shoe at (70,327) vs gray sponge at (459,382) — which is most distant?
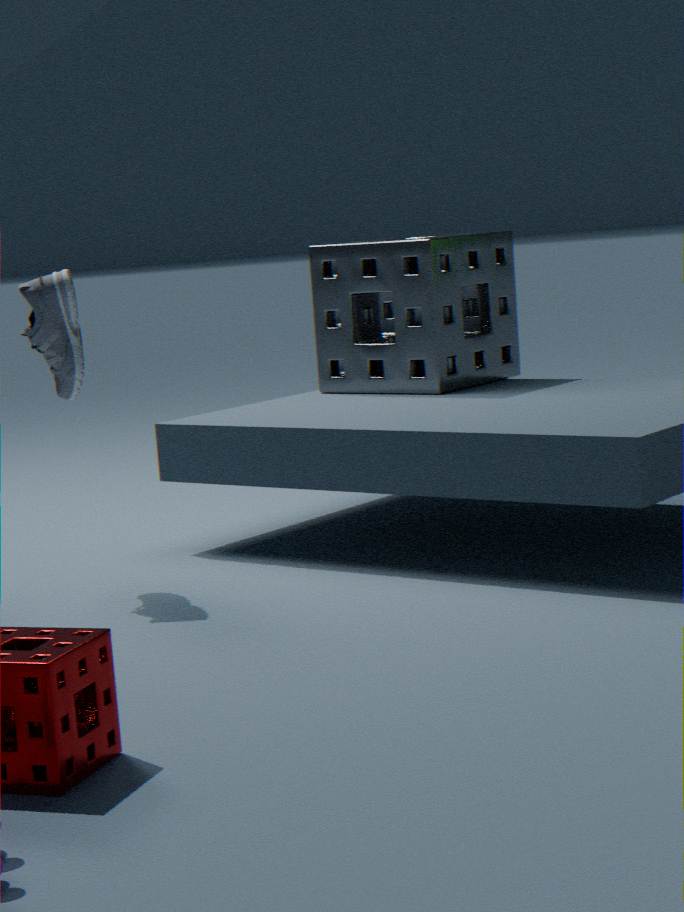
gray sponge at (459,382)
